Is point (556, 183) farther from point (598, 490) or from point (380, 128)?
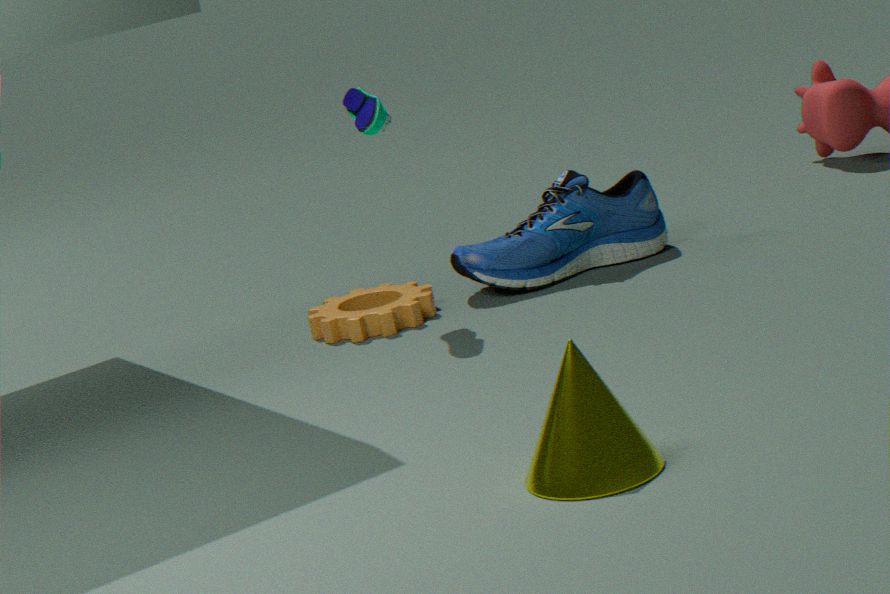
point (598, 490)
